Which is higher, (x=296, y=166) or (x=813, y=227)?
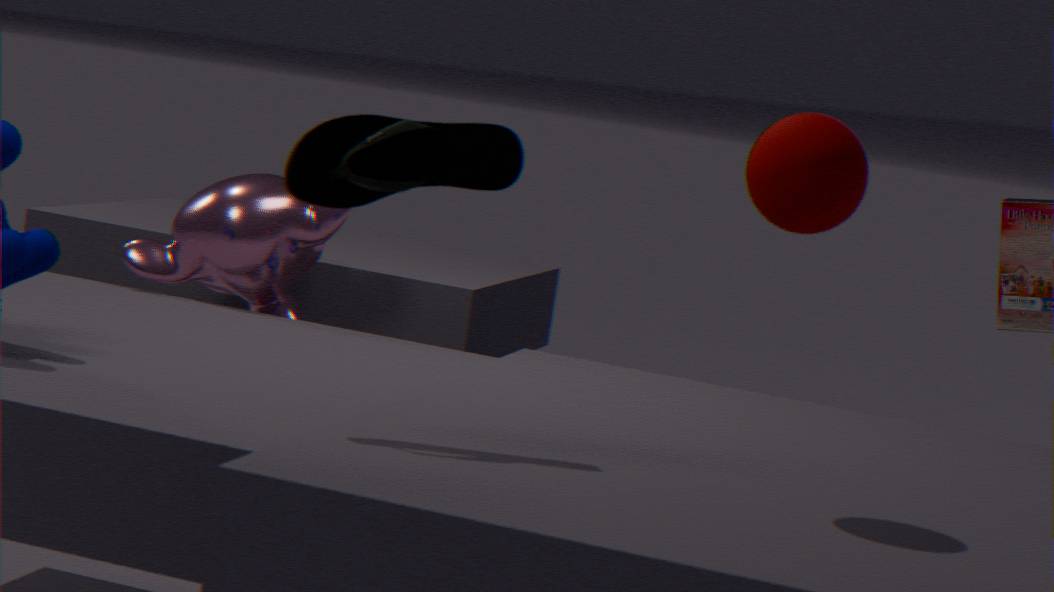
(x=813, y=227)
